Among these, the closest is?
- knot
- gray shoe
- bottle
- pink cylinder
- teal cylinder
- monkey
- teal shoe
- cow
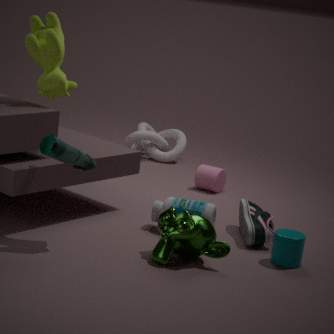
teal shoe
